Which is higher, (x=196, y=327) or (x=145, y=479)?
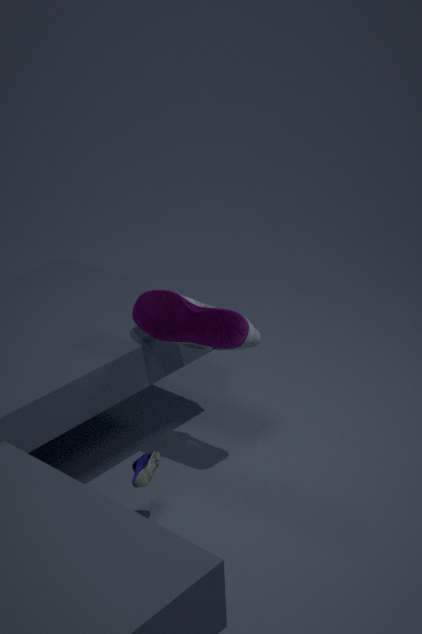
(x=196, y=327)
